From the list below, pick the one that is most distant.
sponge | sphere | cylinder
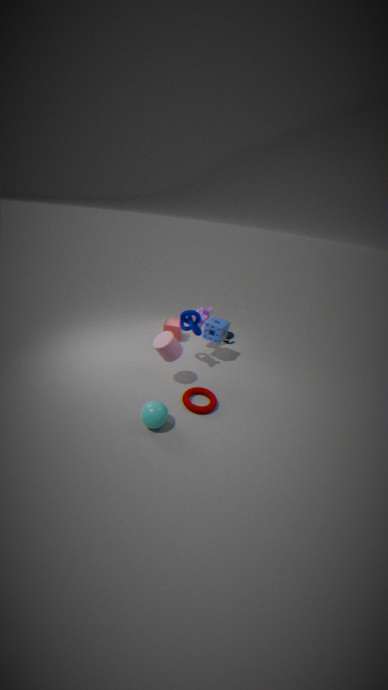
sponge
